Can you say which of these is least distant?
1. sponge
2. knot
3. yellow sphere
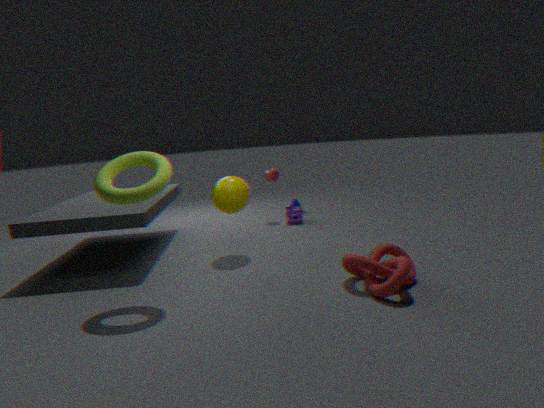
knot
